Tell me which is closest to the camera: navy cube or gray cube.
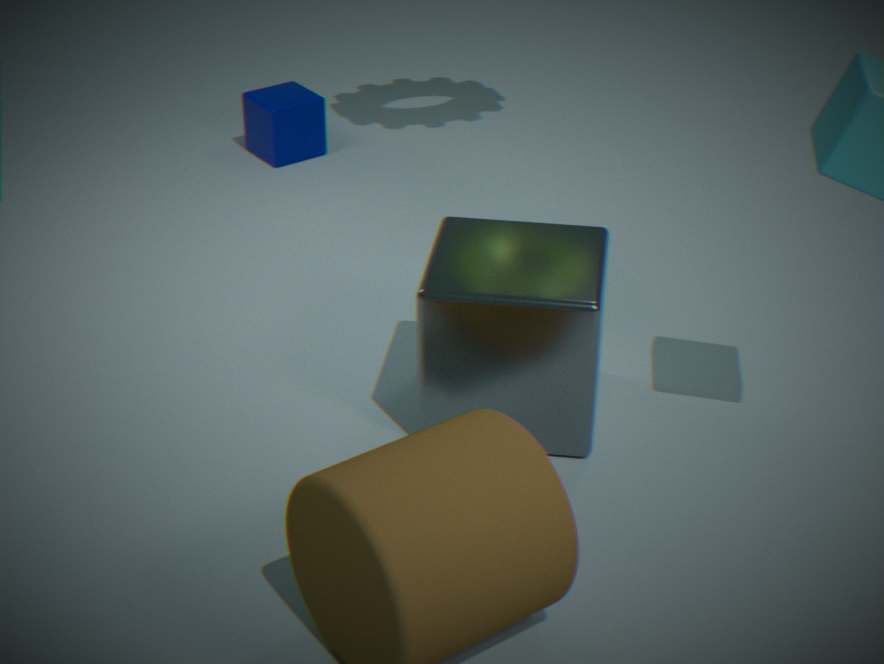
gray cube
